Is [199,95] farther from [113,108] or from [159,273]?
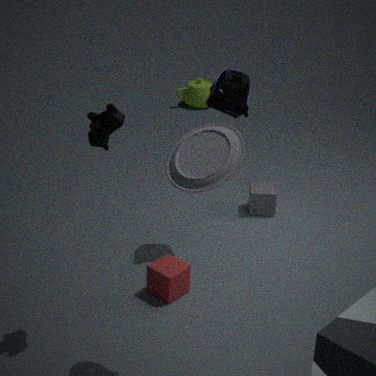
[113,108]
